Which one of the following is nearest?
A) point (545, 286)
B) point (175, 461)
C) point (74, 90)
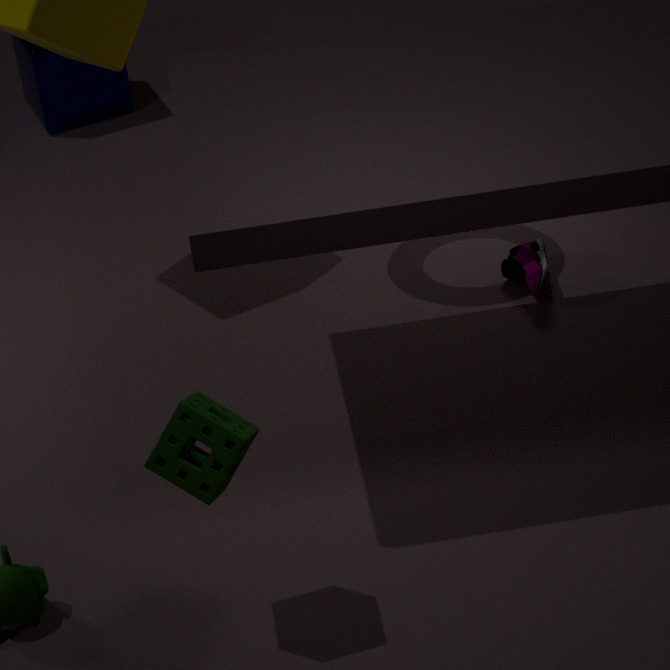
point (175, 461)
